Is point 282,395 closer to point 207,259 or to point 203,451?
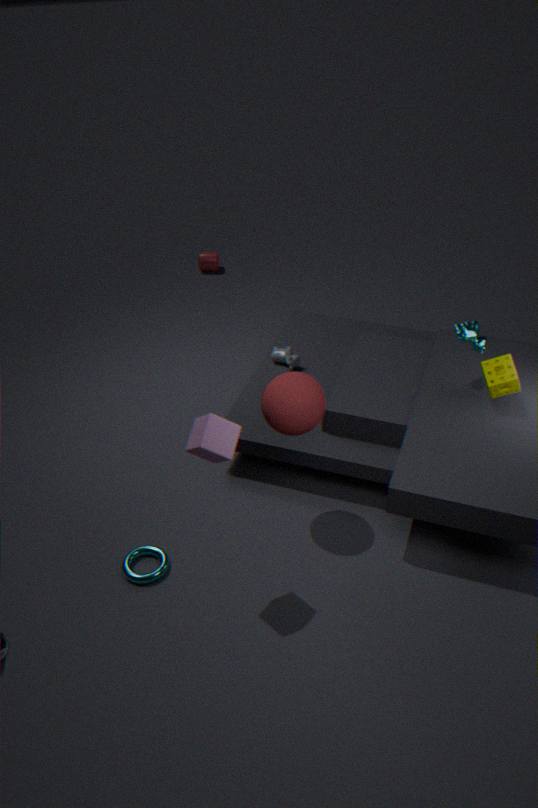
point 203,451
